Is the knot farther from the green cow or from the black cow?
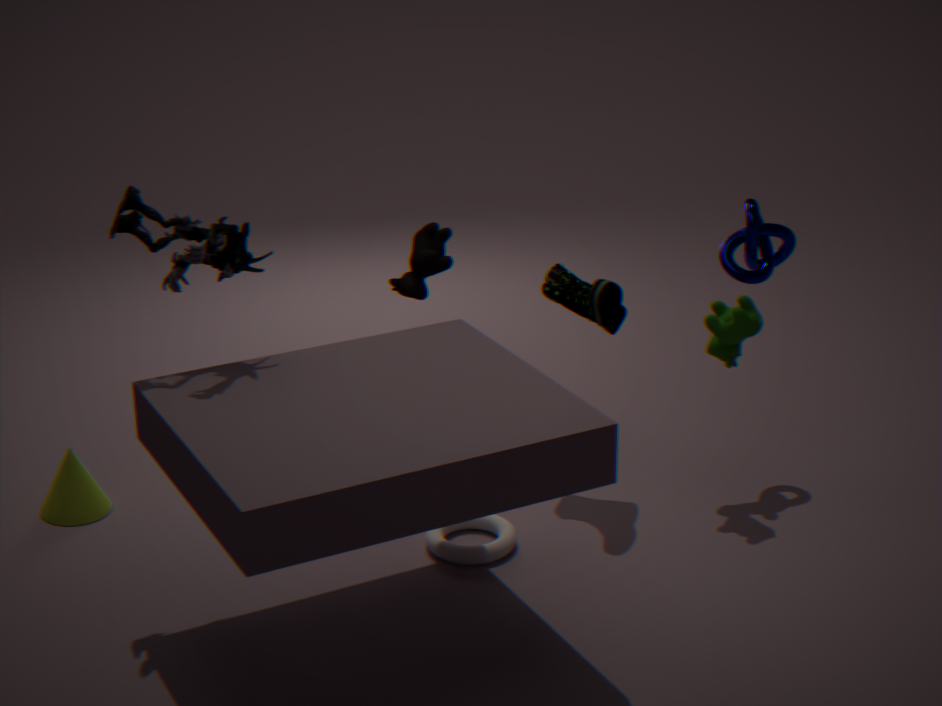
the black cow
